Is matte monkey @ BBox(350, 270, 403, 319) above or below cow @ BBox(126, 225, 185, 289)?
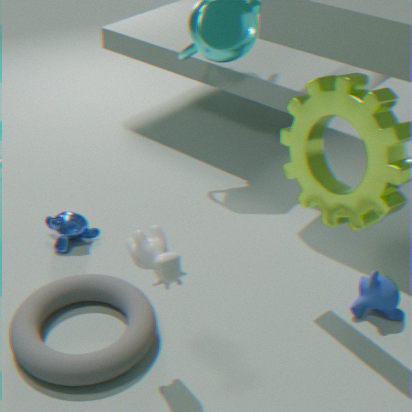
below
